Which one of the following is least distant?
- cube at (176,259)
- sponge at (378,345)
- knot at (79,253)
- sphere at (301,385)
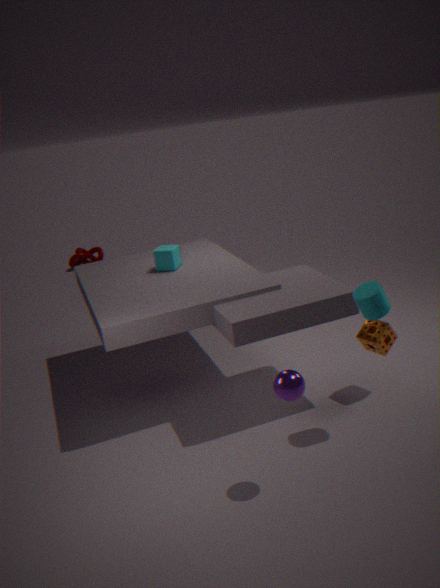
sphere at (301,385)
